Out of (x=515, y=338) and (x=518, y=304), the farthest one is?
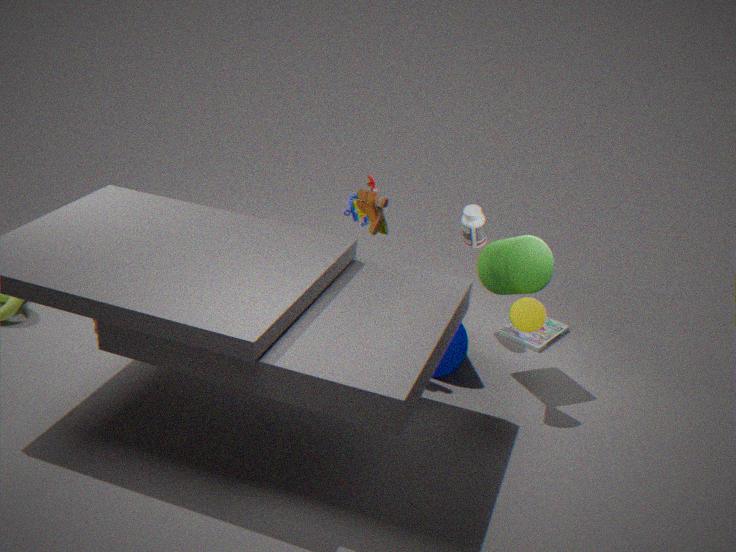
(x=515, y=338)
